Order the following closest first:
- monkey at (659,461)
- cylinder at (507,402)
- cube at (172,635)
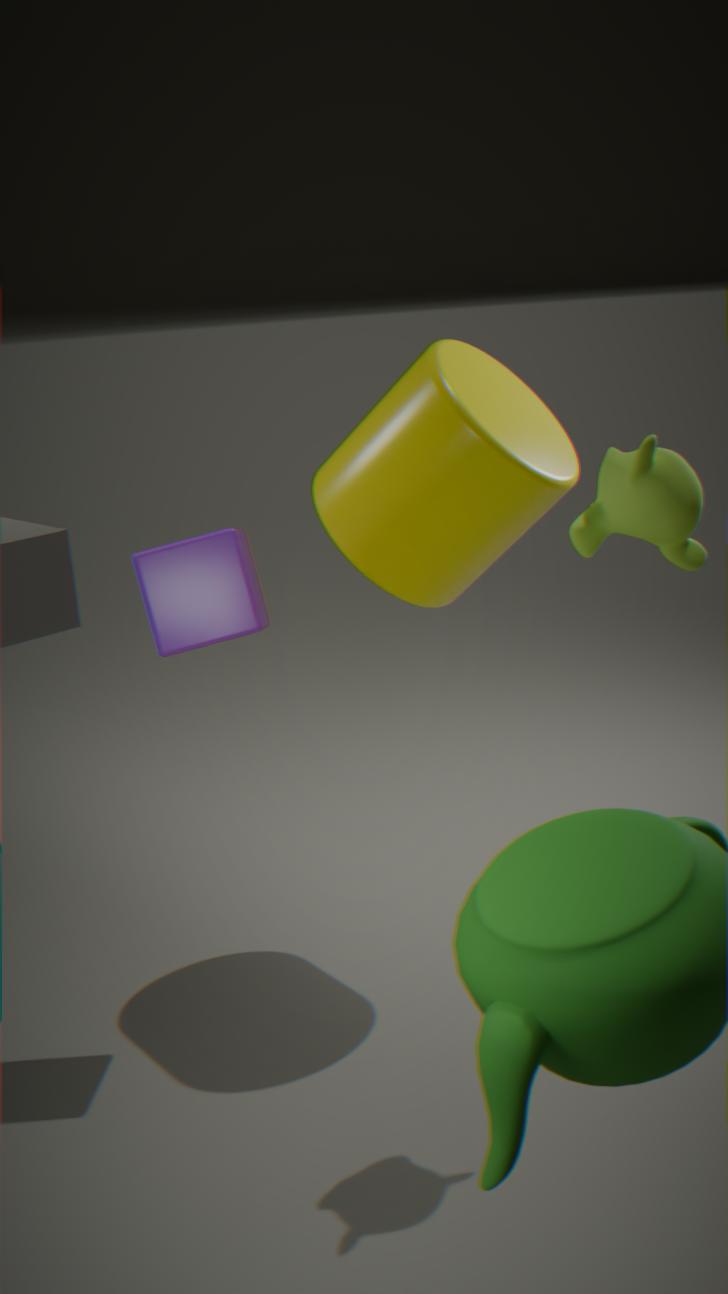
1. monkey at (659,461)
2. cube at (172,635)
3. cylinder at (507,402)
